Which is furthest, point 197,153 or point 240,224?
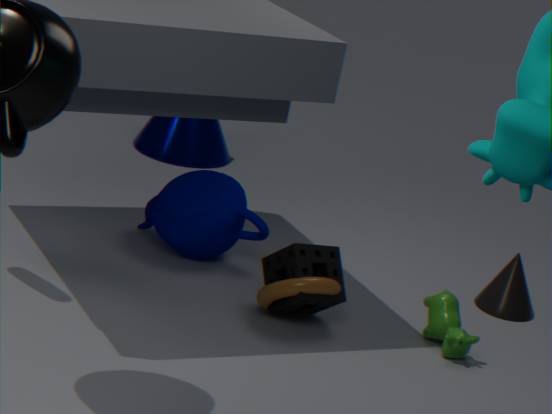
point 197,153
